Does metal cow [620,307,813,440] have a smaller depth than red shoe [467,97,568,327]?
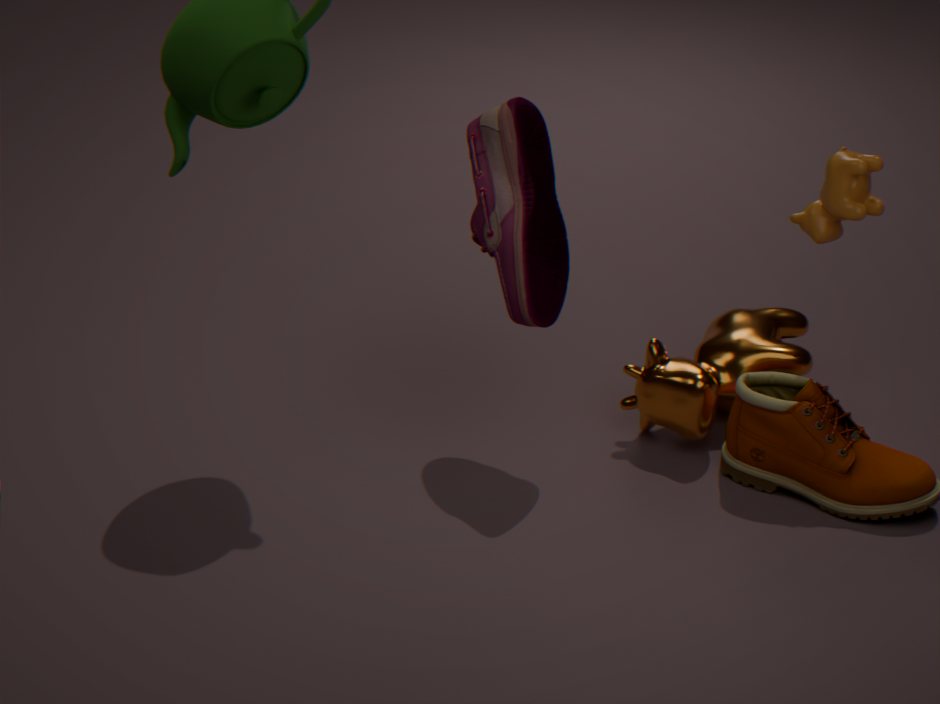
No
